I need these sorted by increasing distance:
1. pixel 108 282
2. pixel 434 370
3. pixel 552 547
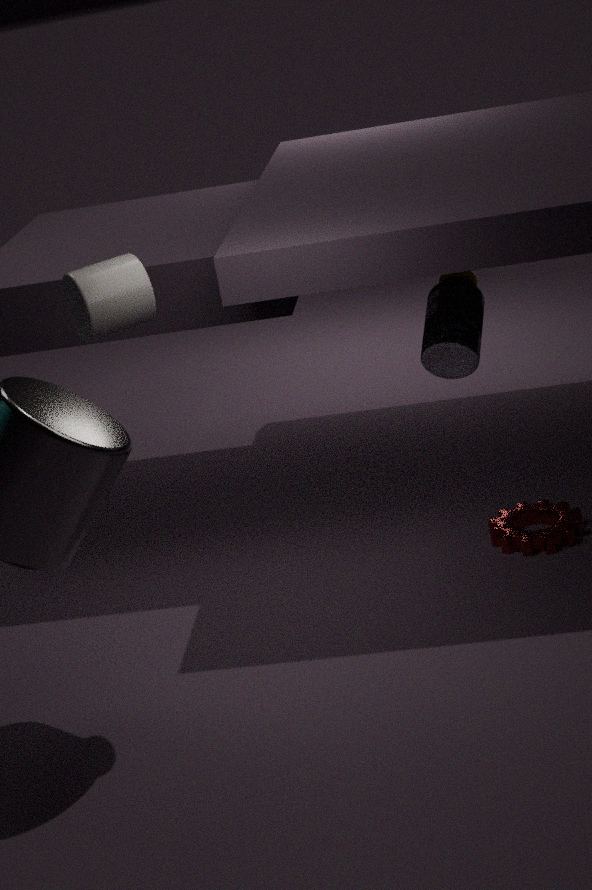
pixel 108 282, pixel 552 547, pixel 434 370
